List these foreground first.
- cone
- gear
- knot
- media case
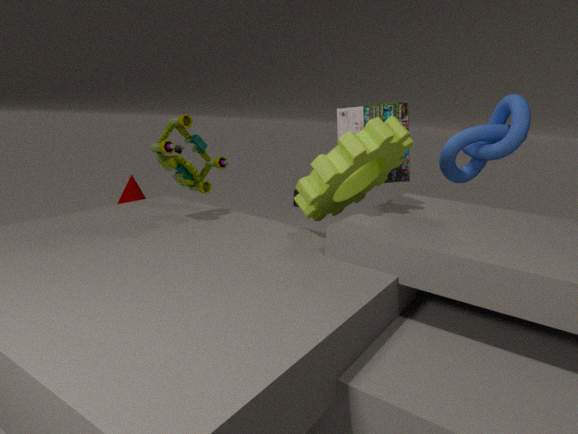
gear, knot, media case, cone
